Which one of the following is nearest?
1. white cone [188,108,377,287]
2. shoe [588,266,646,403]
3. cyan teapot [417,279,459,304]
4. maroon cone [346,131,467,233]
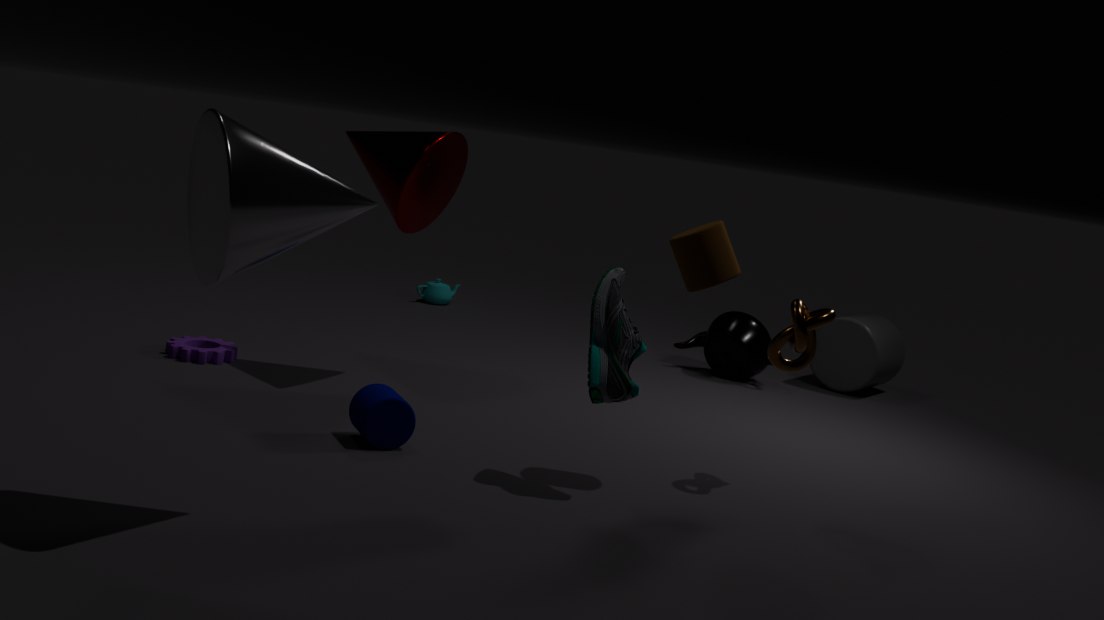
white cone [188,108,377,287]
